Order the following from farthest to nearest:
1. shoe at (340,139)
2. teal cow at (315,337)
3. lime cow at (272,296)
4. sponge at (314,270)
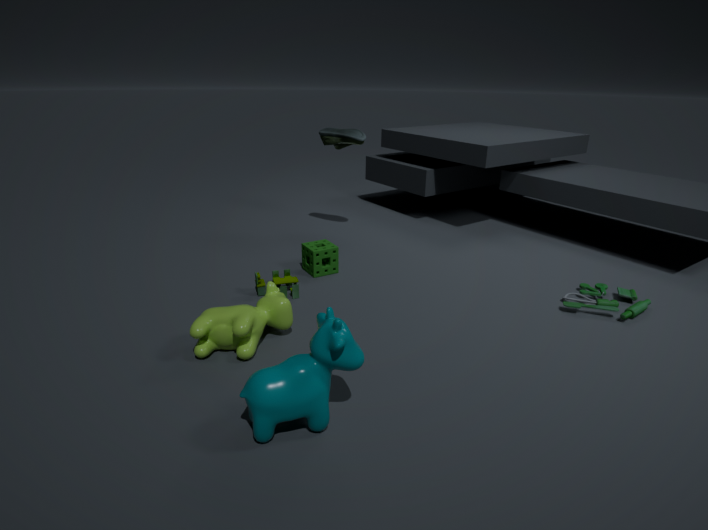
1. shoe at (340,139)
2. sponge at (314,270)
3. lime cow at (272,296)
4. teal cow at (315,337)
